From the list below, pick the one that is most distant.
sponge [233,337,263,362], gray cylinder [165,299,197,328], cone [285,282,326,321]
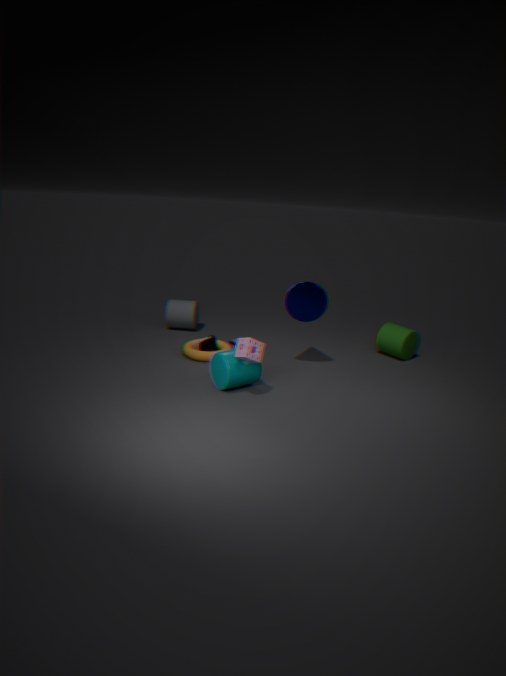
gray cylinder [165,299,197,328]
